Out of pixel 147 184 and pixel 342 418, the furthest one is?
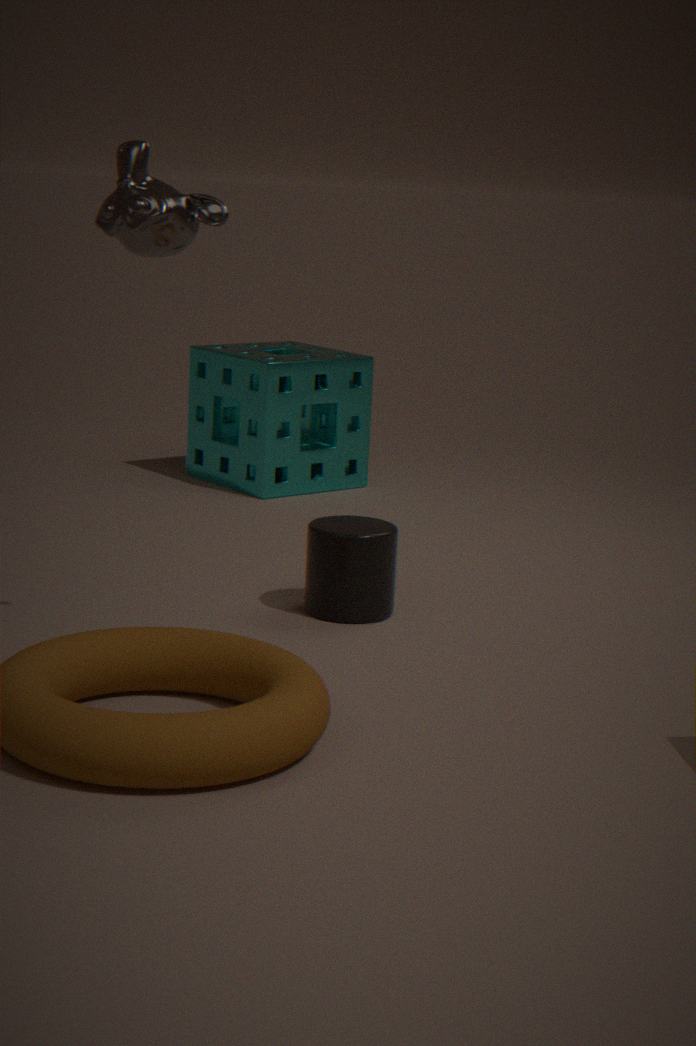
pixel 342 418
